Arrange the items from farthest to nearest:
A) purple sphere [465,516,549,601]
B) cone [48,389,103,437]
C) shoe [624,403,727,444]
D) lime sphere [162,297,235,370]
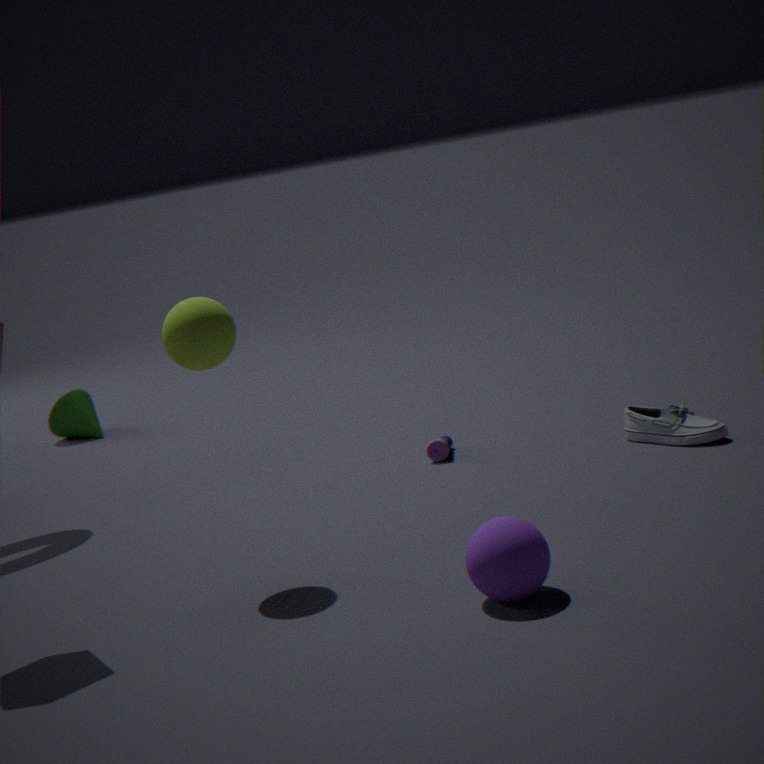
cone [48,389,103,437]
shoe [624,403,727,444]
lime sphere [162,297,235,370]
purple sphere [465,516,549,601]
